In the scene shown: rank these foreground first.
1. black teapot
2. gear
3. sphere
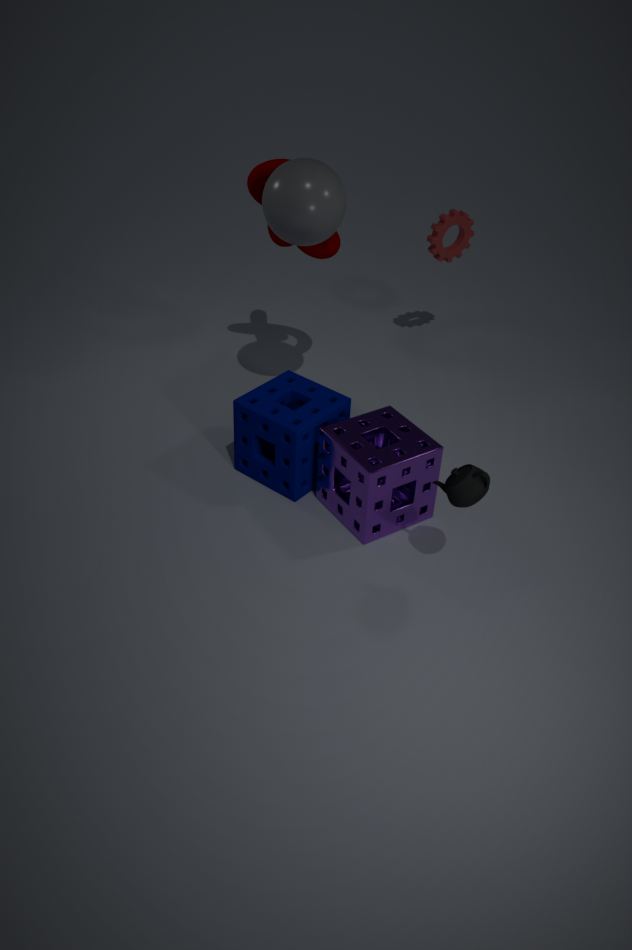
1. black teapot
2. sphere
3. gear
